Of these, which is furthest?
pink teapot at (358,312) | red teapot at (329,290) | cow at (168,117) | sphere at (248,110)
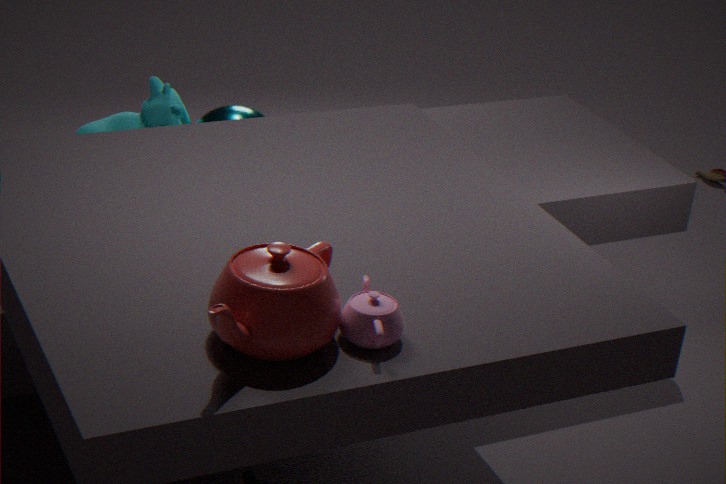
cow at (168,117)
